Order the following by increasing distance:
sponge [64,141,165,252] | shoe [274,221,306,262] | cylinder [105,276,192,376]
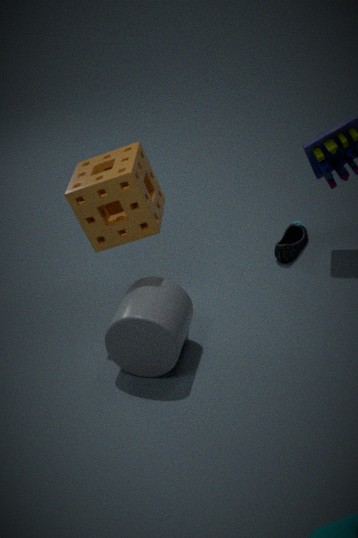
cylinder [105,276,192,376] < sponge [64,141,165,252] < shoe [274,221,306,262]
